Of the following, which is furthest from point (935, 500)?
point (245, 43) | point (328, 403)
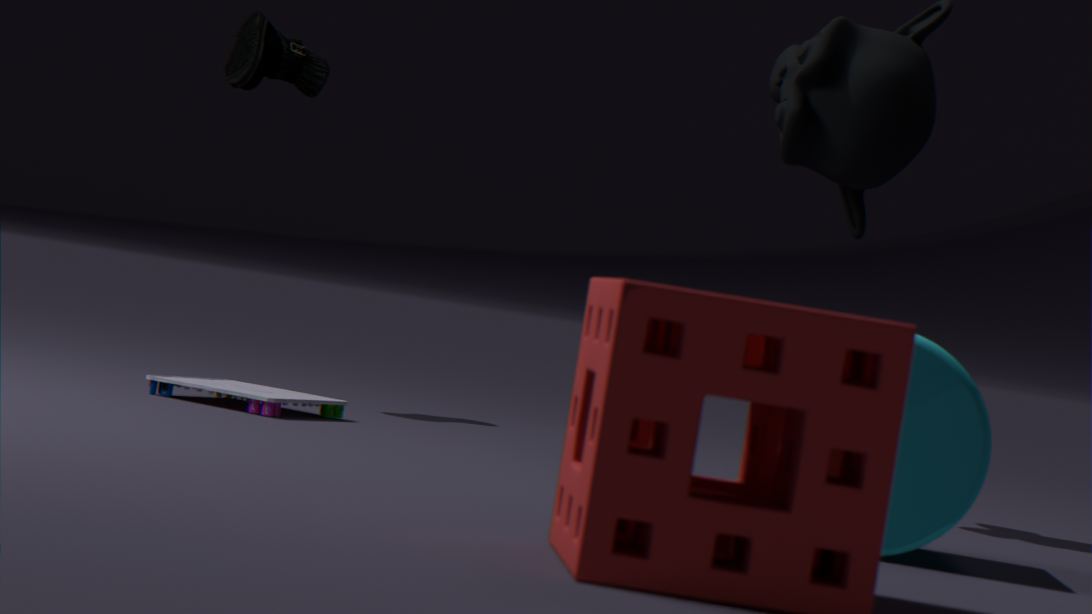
point (245, 43)
